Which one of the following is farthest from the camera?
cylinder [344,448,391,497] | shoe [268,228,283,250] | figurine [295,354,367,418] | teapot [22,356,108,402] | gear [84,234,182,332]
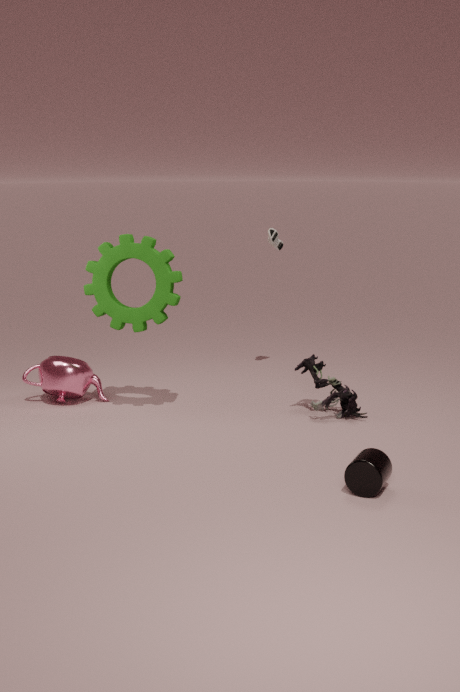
shoe [268,228,283,250]
